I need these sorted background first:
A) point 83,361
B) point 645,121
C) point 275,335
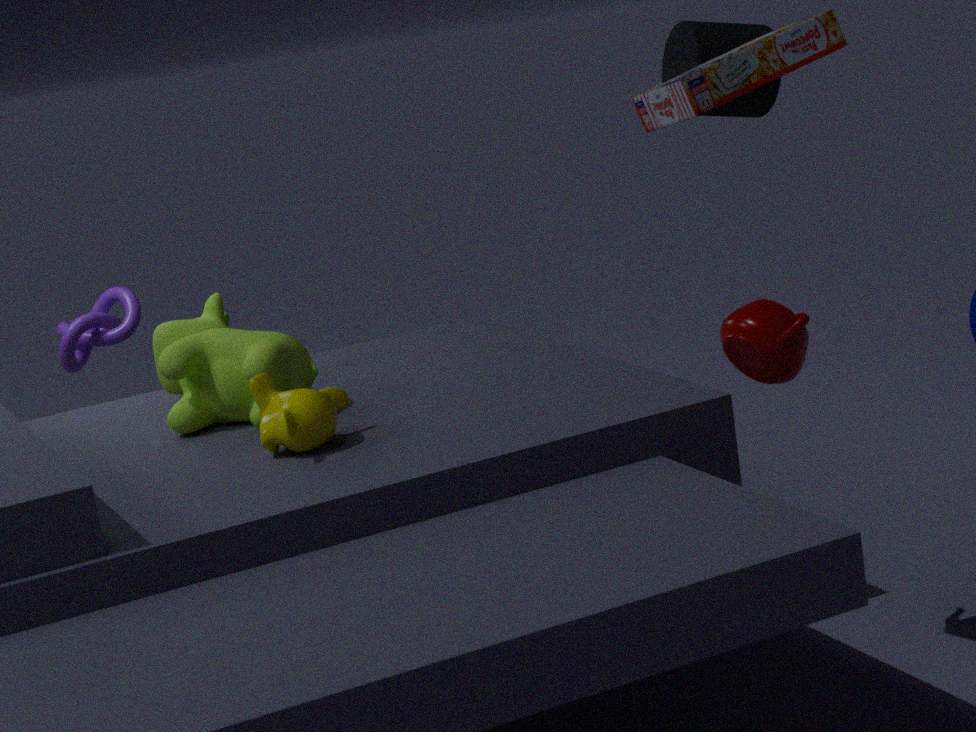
point 83,361
point 275,335
point 645,121
